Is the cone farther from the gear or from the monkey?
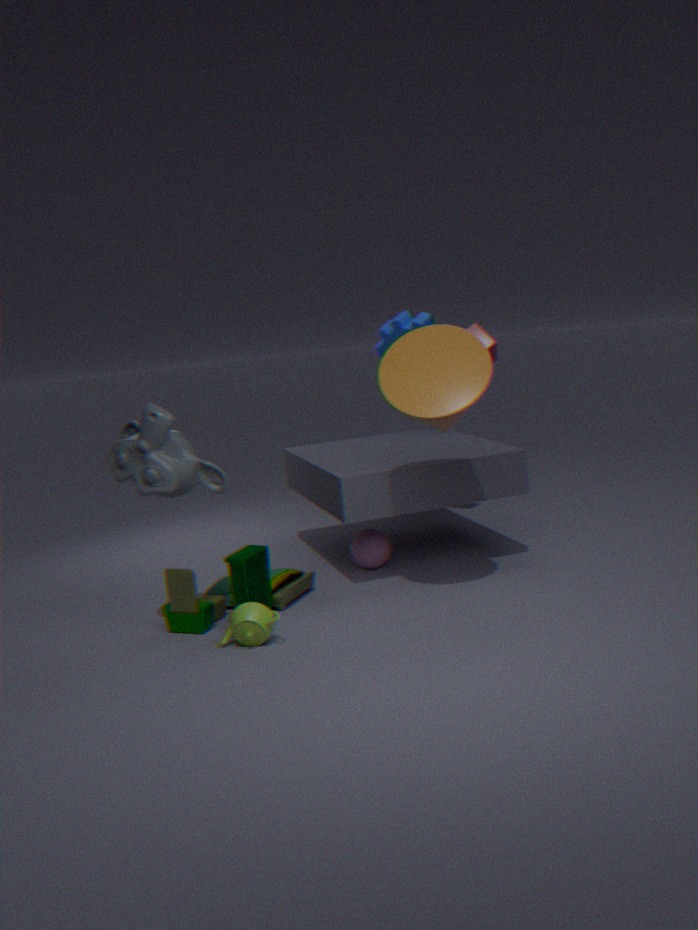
the gear
